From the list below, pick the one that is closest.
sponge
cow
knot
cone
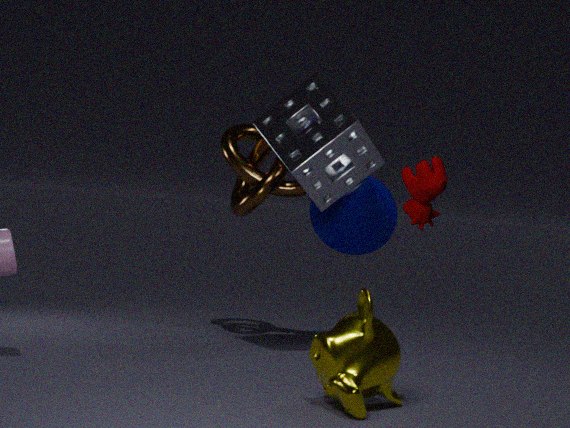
cow
